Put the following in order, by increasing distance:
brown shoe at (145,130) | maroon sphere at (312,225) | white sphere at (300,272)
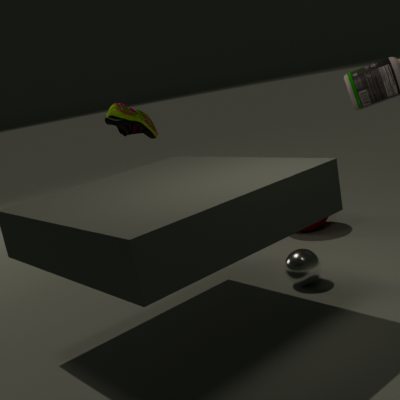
1. white sphere at (300,272)
2. maroon sphere at (312,225)
3. brown shoe at (145,130)
